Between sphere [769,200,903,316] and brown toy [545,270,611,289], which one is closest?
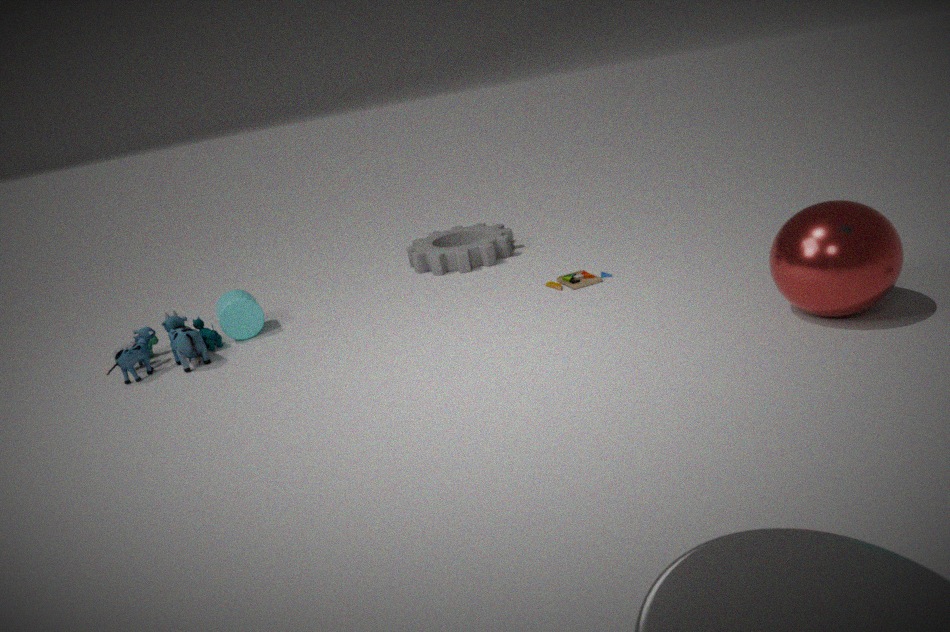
sphere [769,200,903,316]
